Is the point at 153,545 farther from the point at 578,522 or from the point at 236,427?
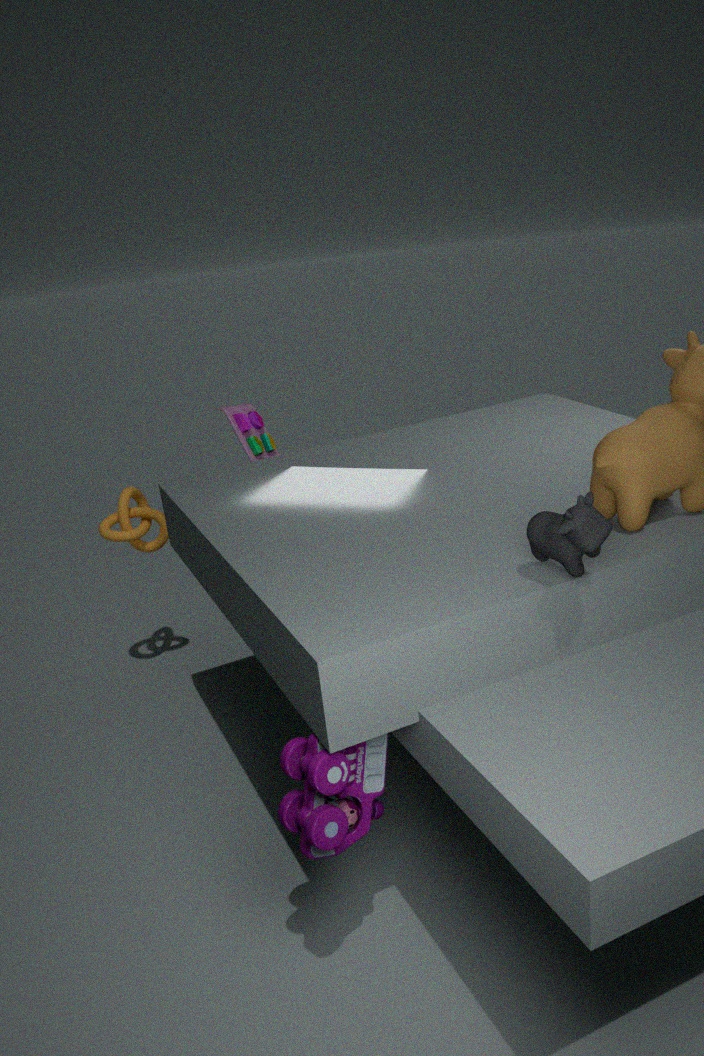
the point at 578,522
